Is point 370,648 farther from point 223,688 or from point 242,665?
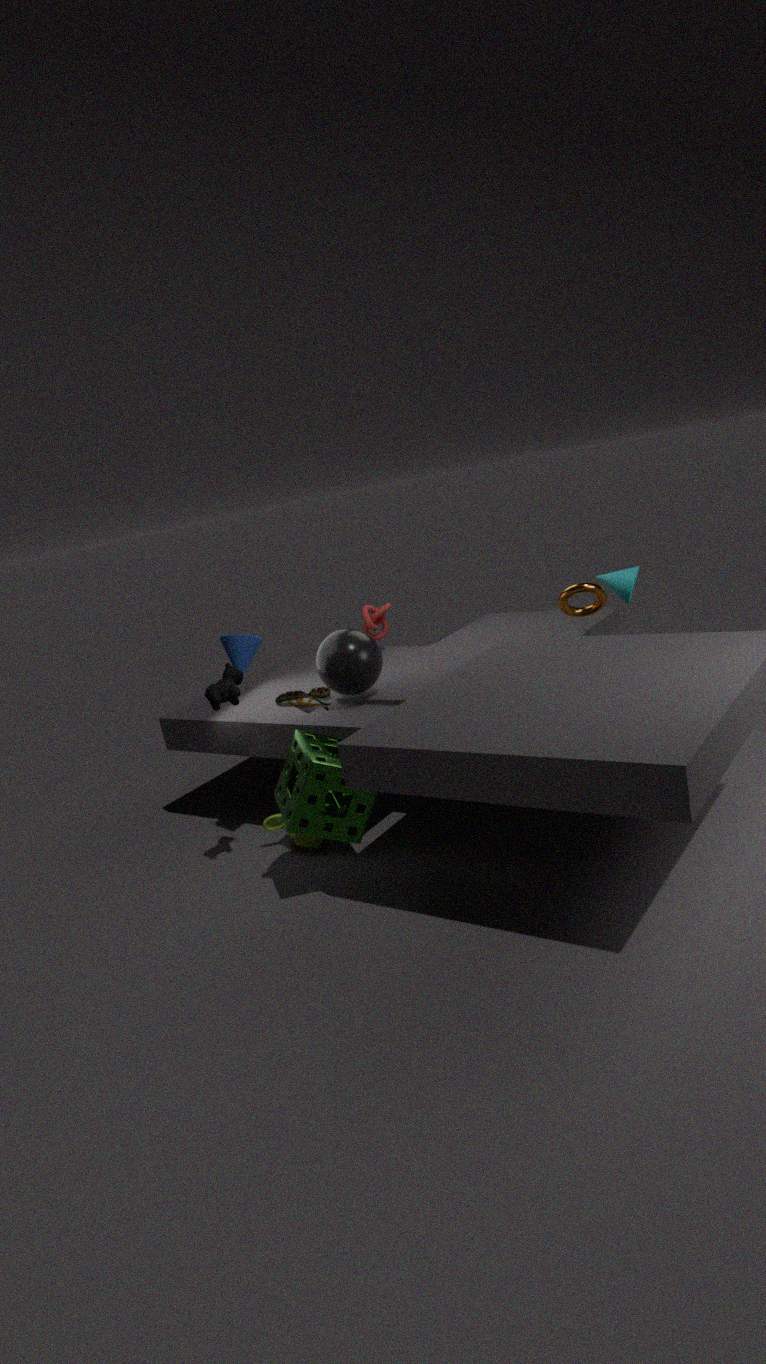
point 223,688
